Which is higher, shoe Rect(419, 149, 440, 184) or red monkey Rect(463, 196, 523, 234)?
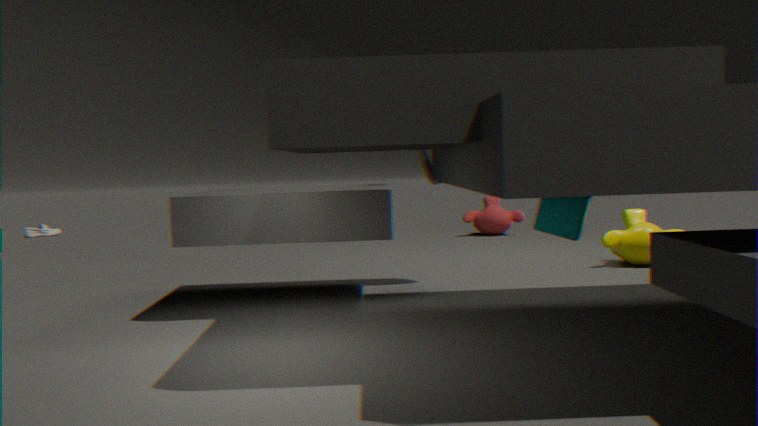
shoe Rect(419, 149, 440, 184)
